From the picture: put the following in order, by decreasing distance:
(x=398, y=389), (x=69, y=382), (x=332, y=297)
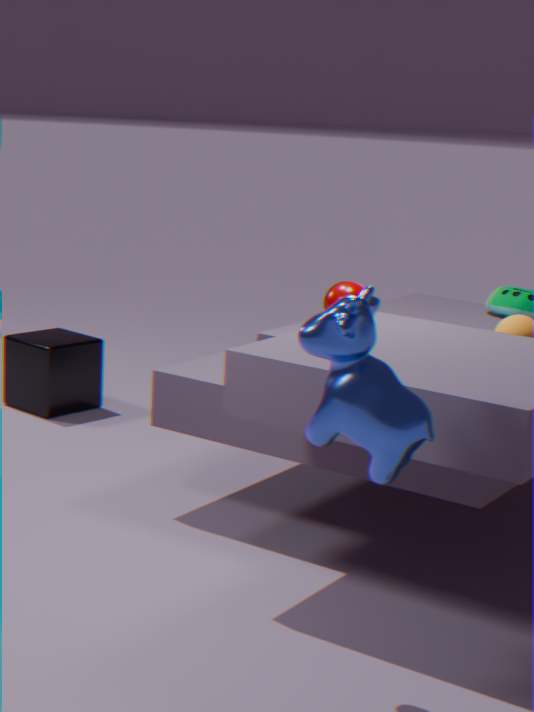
1. (x=69, y=382)
2. (x=332, y=297)
3. (x=398, y=389)
